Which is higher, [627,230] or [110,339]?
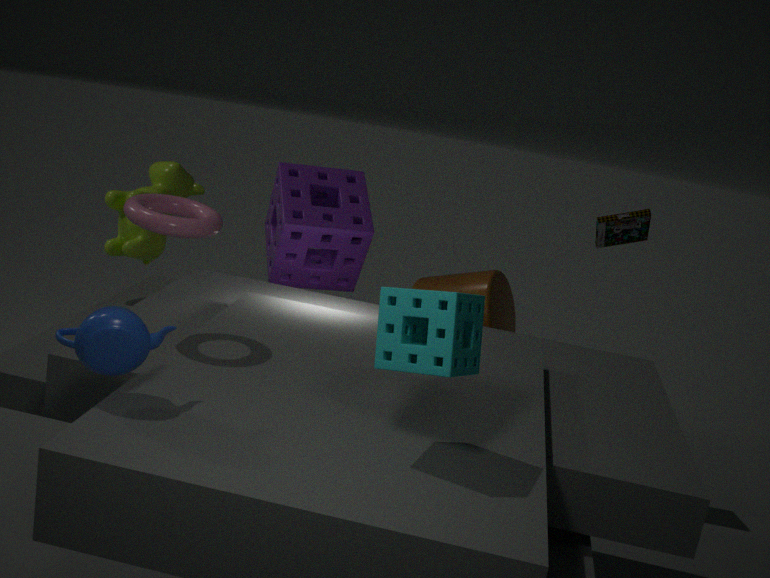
[627,230]
